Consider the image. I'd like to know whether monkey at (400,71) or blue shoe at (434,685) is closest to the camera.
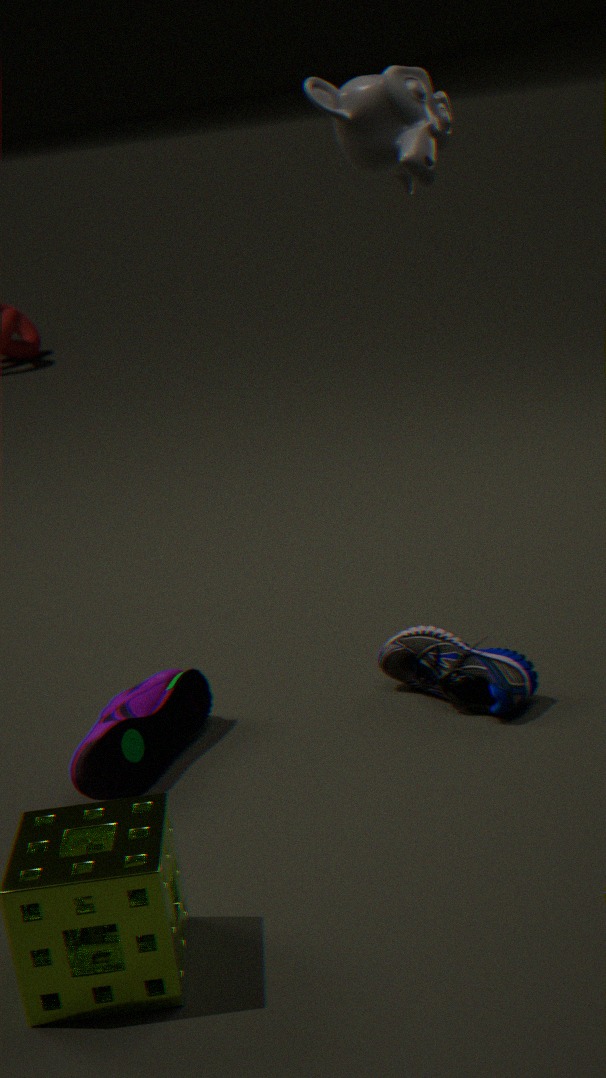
monkey at (400,71)
